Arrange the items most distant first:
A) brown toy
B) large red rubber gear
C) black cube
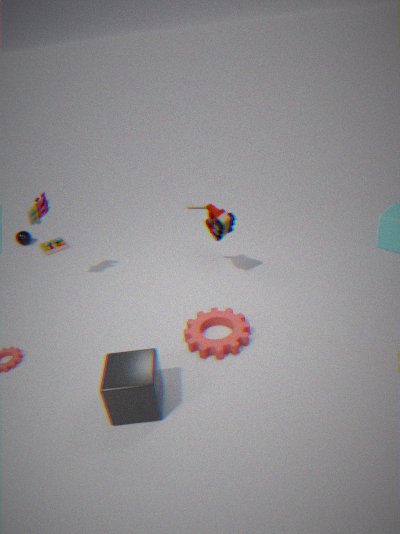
brown toy → large red rubber gear → black cube
